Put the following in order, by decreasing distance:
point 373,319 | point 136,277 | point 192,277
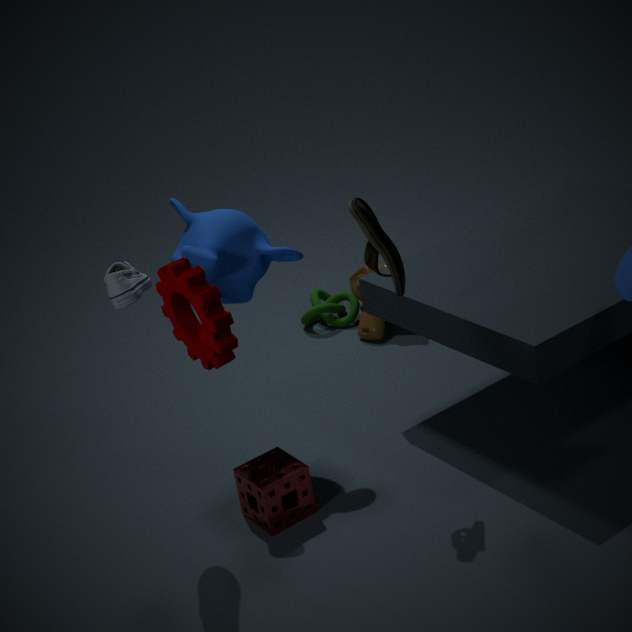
point 373,319 → point 136,277 → point 192,277
